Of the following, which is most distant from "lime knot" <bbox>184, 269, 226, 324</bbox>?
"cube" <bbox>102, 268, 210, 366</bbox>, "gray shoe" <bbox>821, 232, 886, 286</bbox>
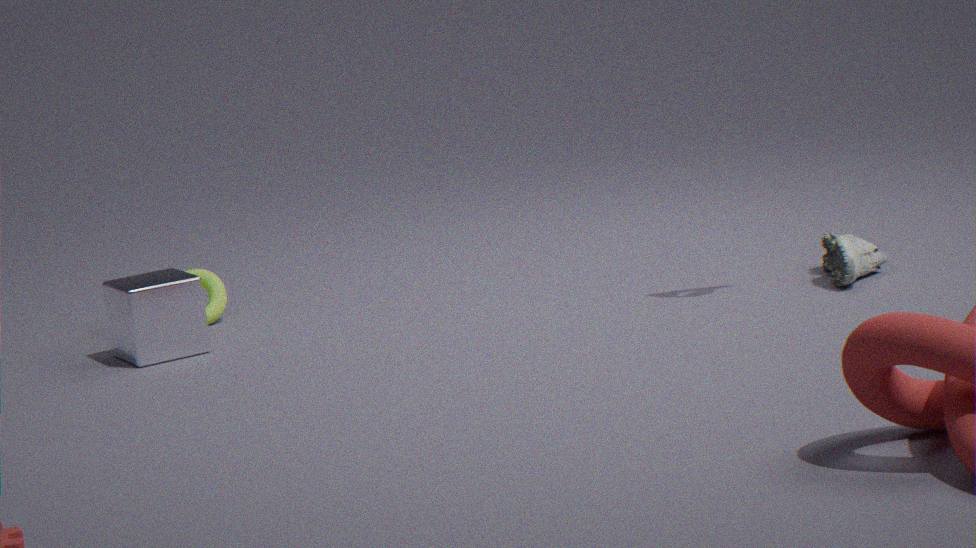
"gray shoe" <bbox>821, 232, 886, 286</bbox>
